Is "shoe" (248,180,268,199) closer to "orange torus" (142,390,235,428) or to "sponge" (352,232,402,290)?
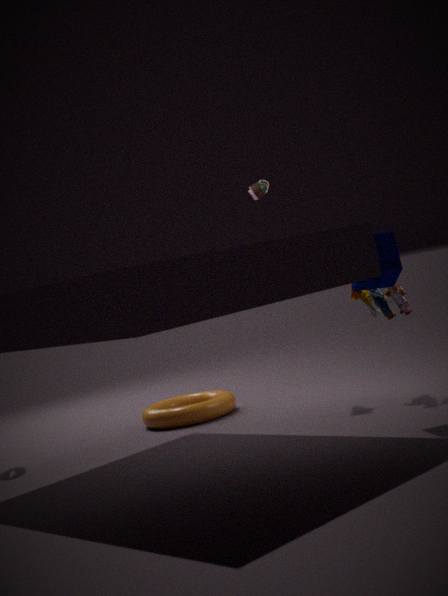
"sponge" (352,232,402,290)
